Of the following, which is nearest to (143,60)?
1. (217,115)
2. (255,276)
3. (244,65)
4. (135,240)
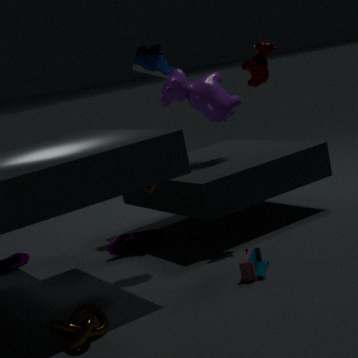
(217,115)
